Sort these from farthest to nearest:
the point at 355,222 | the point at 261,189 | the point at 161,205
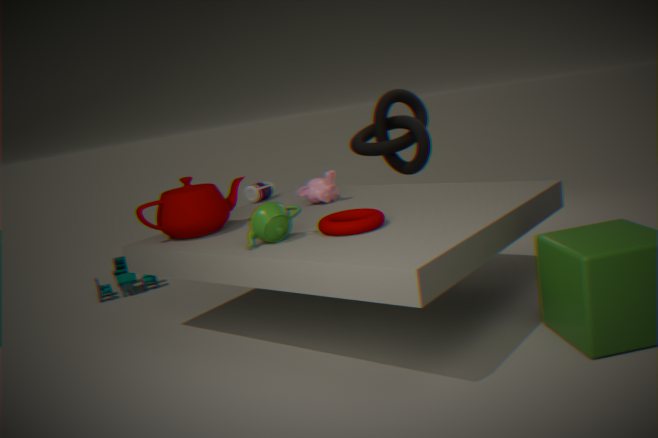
the point at 261,189
the point at 161,205
the point at 355,222
